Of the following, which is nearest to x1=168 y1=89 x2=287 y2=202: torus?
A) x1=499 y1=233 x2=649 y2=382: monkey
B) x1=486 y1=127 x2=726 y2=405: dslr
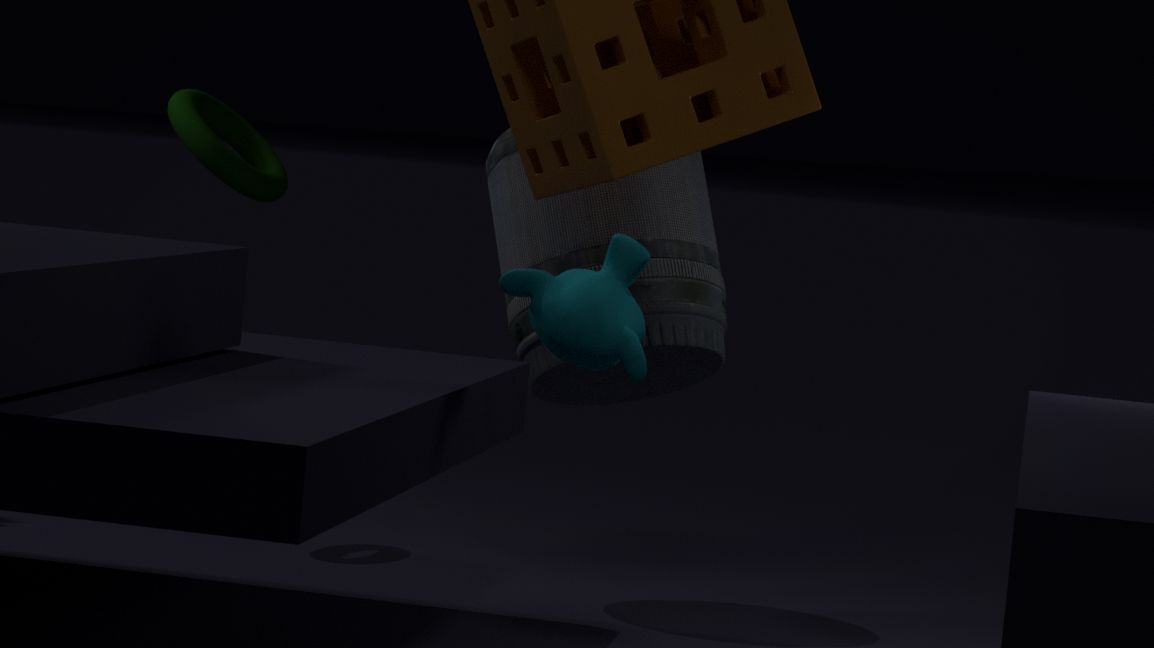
x1=486 y1=127 x2=726 y2=405: dslr
